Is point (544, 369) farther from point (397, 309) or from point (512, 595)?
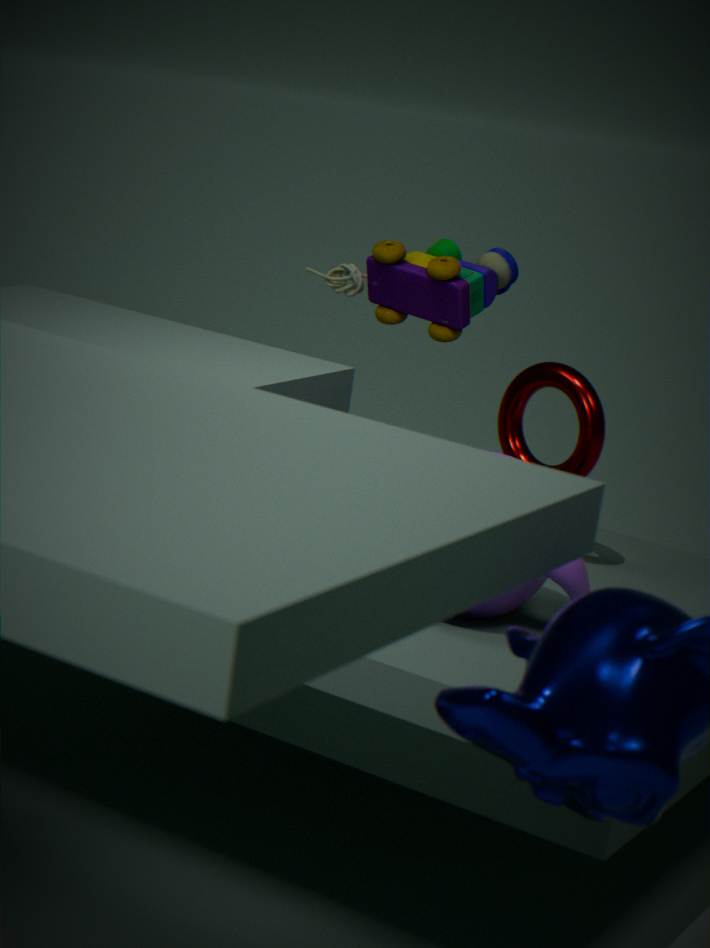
point (512, 595)
